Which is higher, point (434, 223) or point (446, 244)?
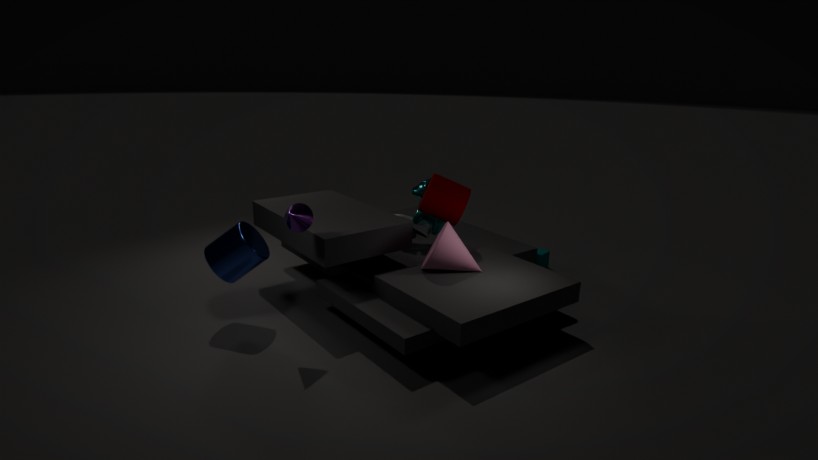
point (434, 223)
